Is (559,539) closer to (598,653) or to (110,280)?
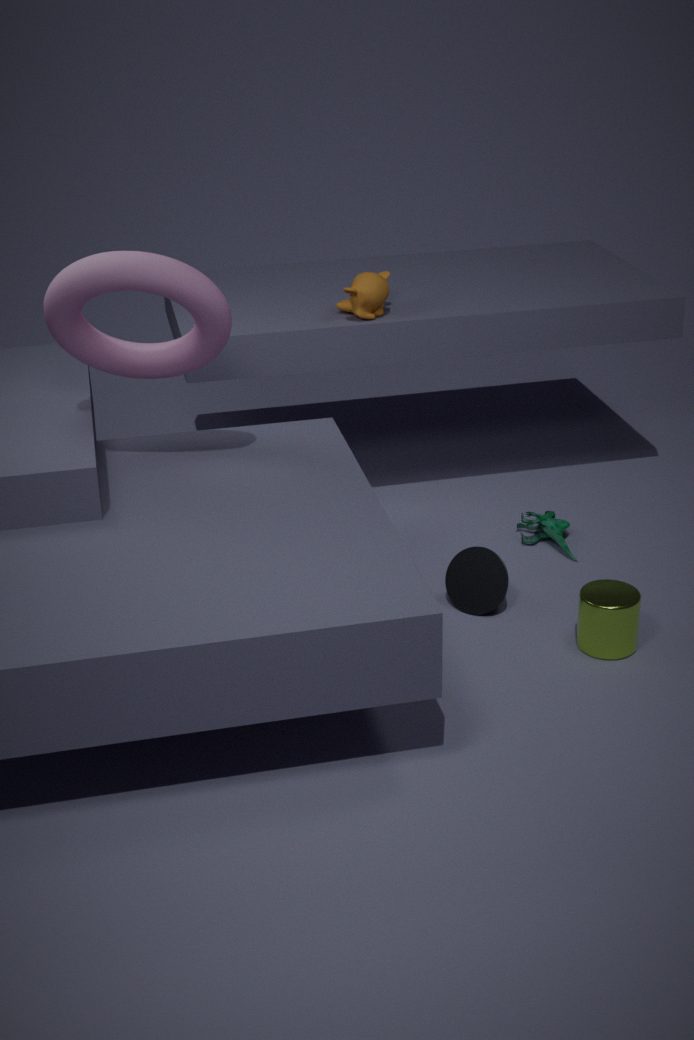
(598,653)
